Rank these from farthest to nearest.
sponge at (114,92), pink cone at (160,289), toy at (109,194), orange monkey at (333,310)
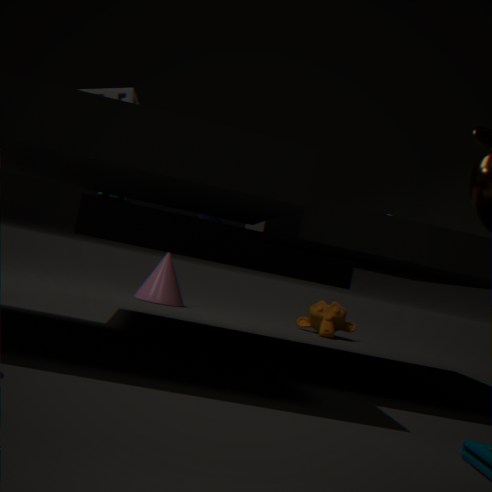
orange monkey at (333,310) → pink cone at (160,289) → sponge at (114,92) → toy at (109,194)
